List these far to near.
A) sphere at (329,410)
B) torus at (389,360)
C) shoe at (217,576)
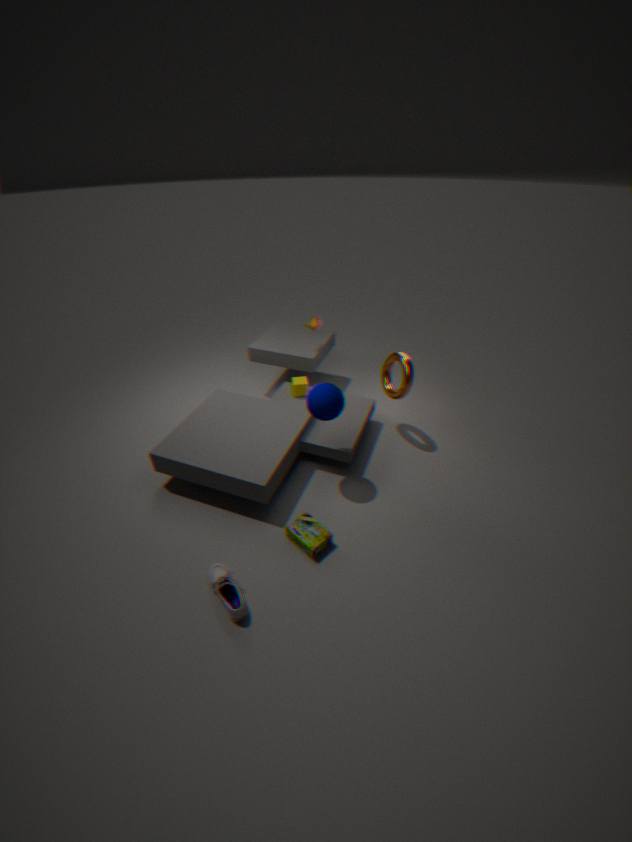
torus at (389,360) → sphere at (329,410) → shoe at (217,576)
